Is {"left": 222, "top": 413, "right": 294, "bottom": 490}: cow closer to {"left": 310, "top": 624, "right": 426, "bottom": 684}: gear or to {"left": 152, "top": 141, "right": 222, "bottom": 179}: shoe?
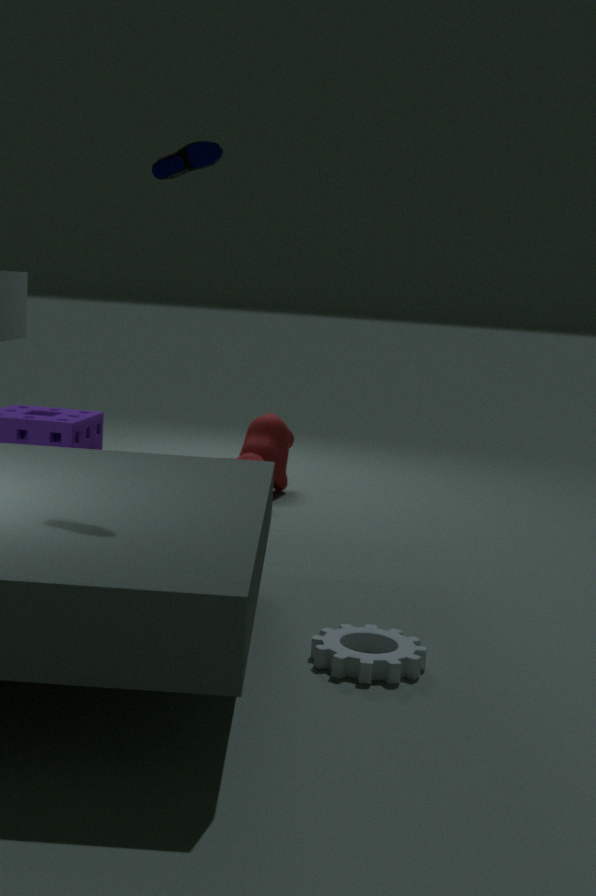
{"left": 310, "top": 624, "right": 426, "bottom": 684}: gear
